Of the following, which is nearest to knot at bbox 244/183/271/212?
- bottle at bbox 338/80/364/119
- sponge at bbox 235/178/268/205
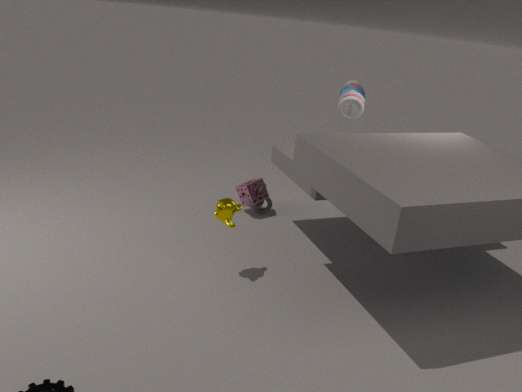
sponge at bbox 235/178/268/205
